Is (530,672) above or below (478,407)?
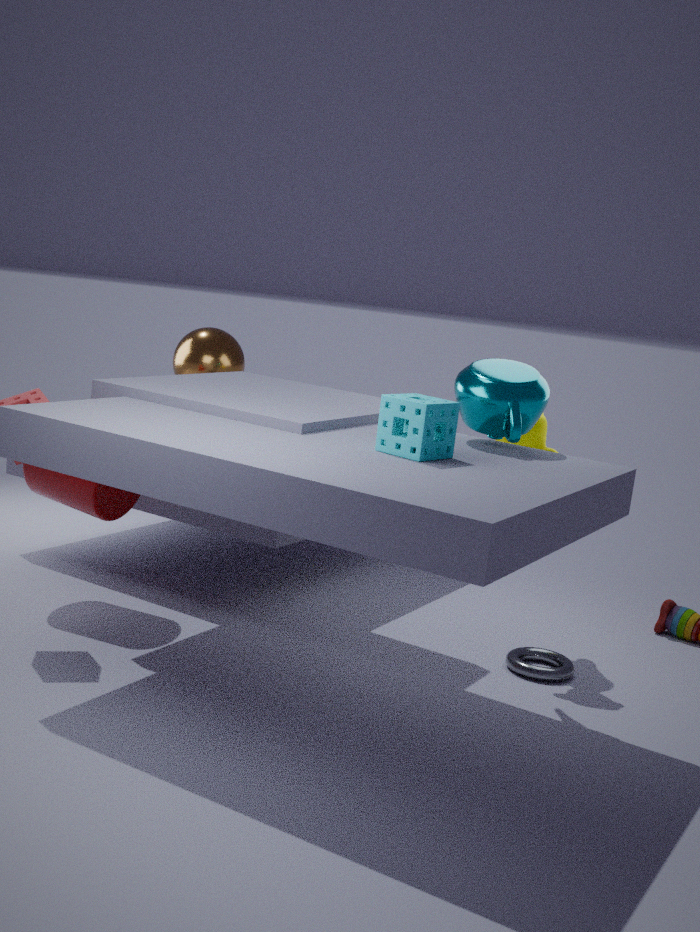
below
